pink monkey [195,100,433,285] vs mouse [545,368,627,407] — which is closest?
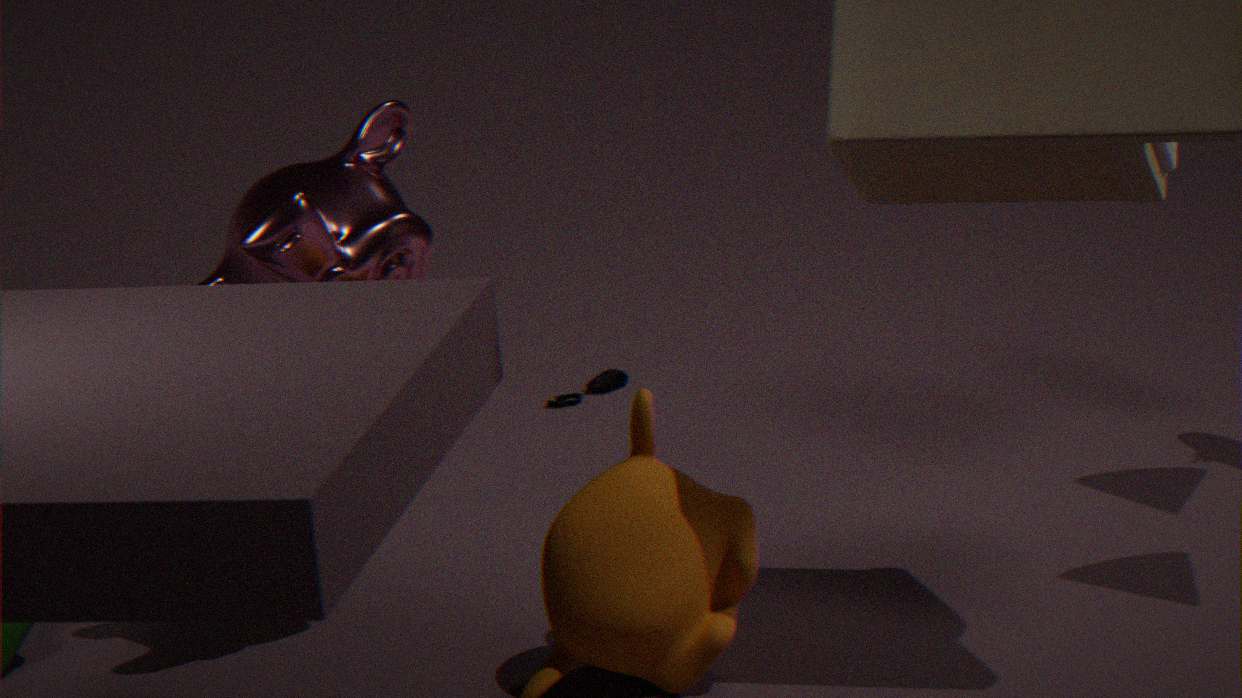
pink monkey [195,100,433,285]
